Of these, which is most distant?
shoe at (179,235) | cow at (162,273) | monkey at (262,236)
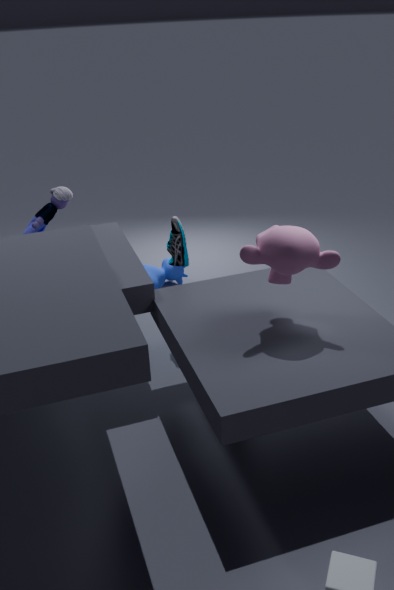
cow at (162,273)
